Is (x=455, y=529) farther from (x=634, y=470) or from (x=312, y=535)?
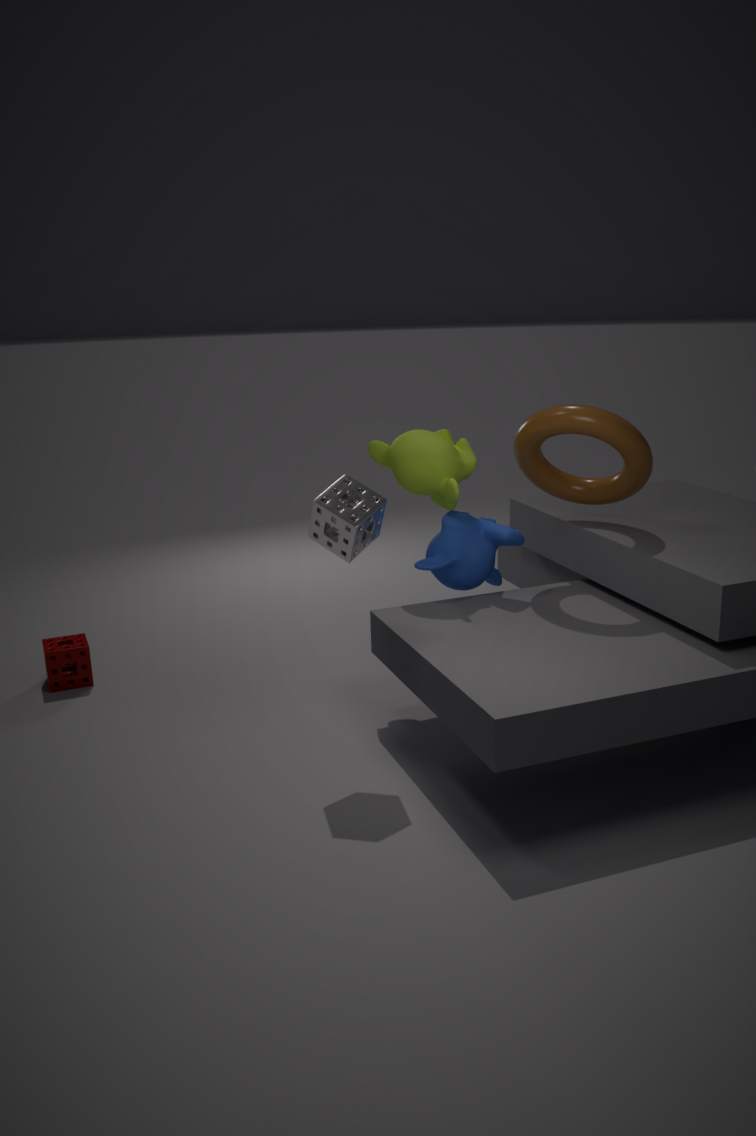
(x=312, y=535)
